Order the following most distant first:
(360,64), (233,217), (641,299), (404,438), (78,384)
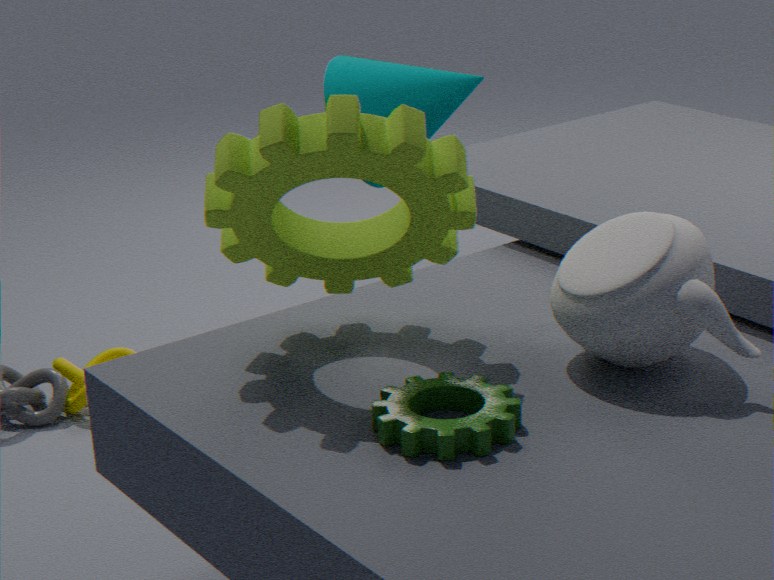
(360,64) → (78,384) → (233,217) → (641,299) → (404,438)
